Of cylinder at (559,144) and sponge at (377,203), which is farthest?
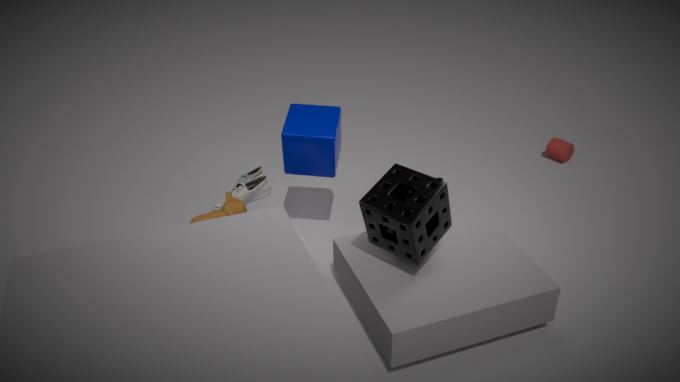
cylinder at (559,144)
